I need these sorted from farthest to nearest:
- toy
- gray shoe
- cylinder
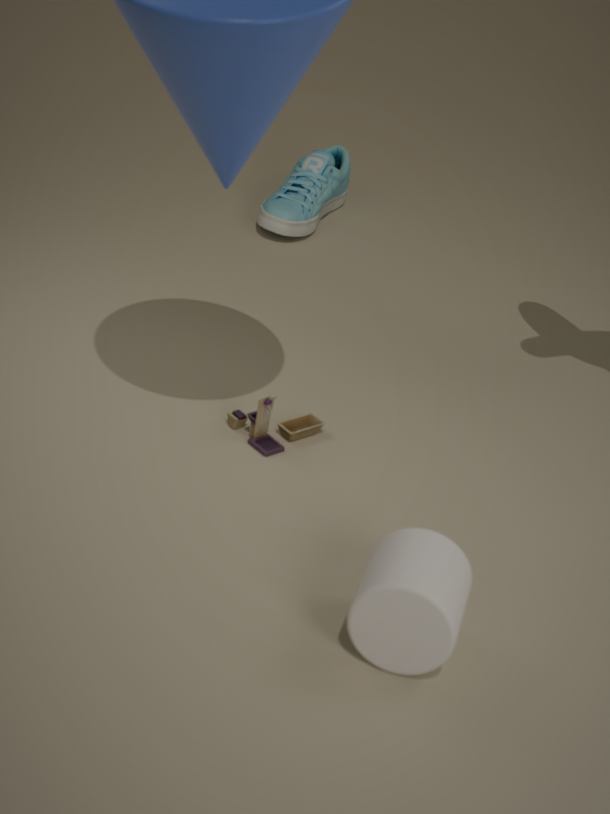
gray shoe
toy
cylinder
